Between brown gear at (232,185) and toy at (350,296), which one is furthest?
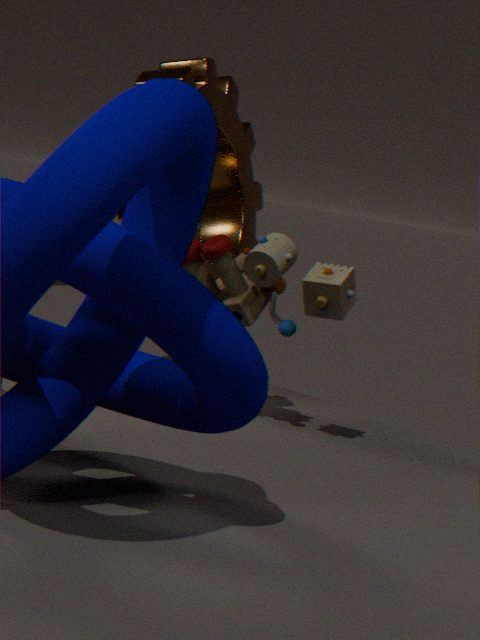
brown gear at (232,185)
